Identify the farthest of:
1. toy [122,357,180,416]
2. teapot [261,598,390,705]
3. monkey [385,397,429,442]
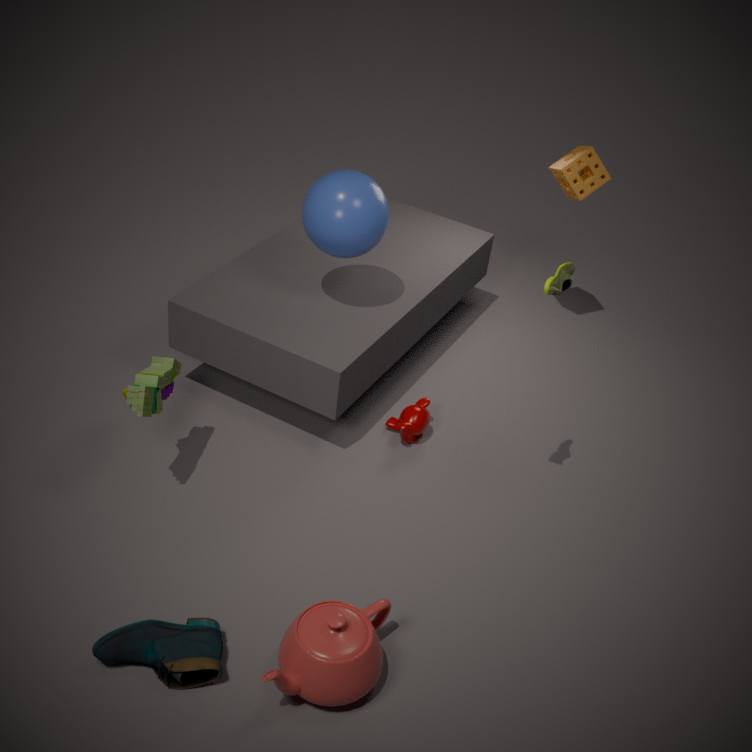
monkey [385,397,429,442]
